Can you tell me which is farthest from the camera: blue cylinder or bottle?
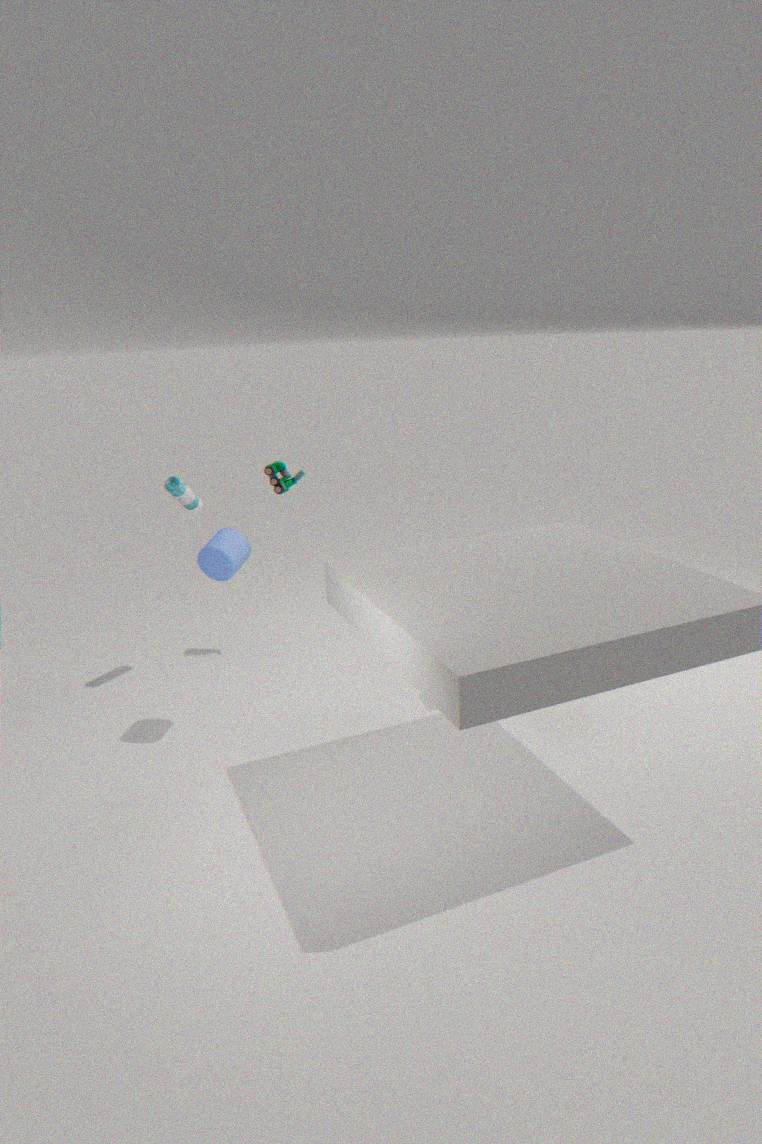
bottle
